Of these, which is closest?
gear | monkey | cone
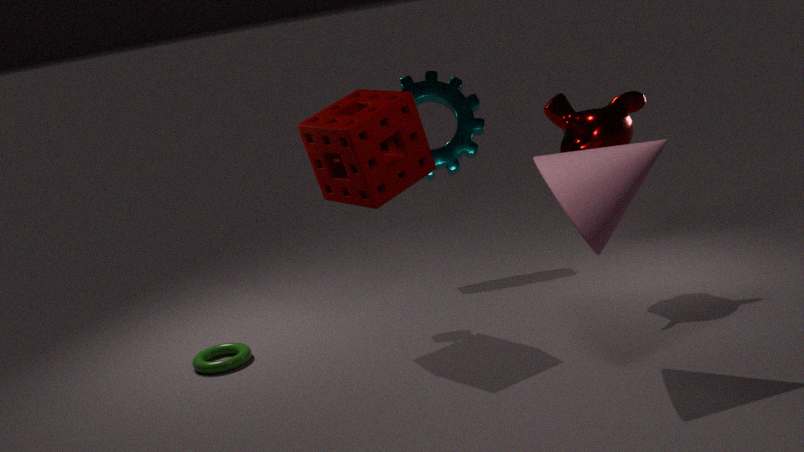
cone
